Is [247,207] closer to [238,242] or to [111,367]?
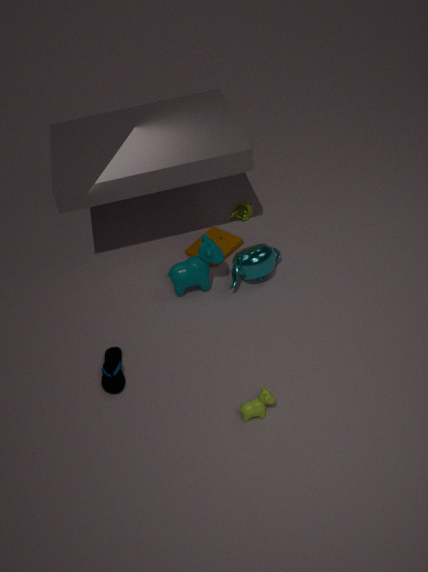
[238,242]
